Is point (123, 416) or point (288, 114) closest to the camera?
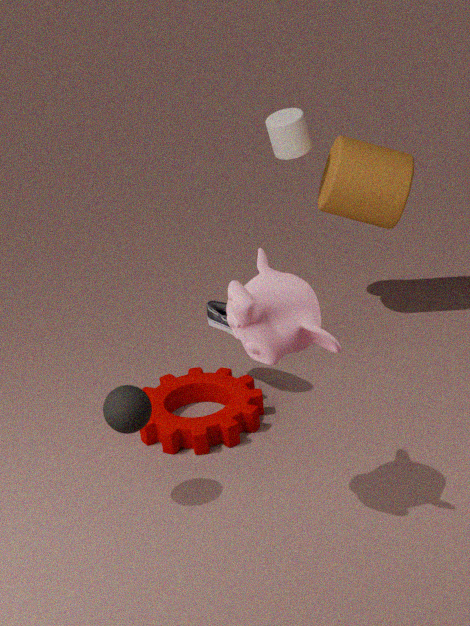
point (123, 416)
